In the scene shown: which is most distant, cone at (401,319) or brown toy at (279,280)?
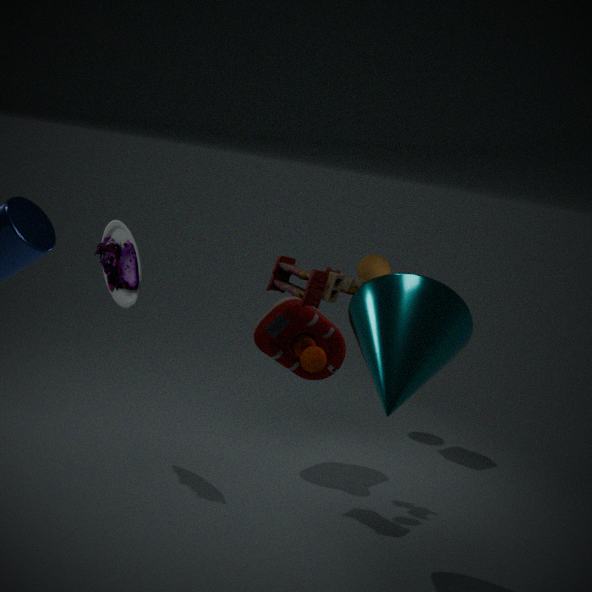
brown toy at (279,280)
